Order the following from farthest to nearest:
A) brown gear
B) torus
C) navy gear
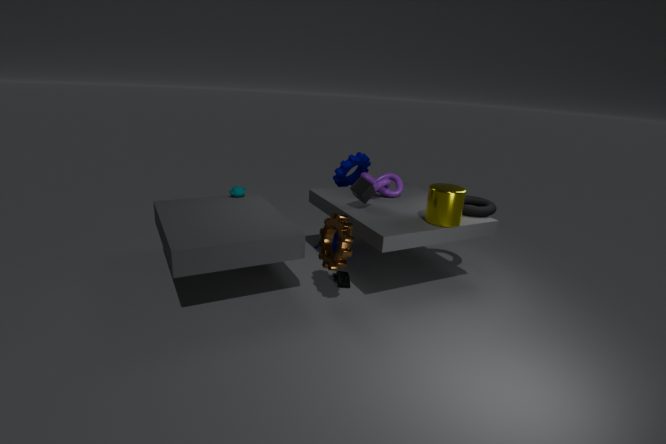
navy gear
torus
brown gear
